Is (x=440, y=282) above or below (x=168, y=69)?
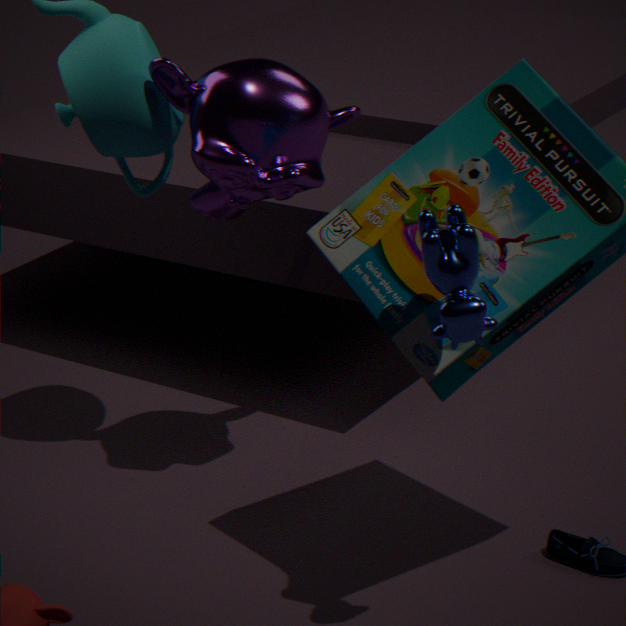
below
